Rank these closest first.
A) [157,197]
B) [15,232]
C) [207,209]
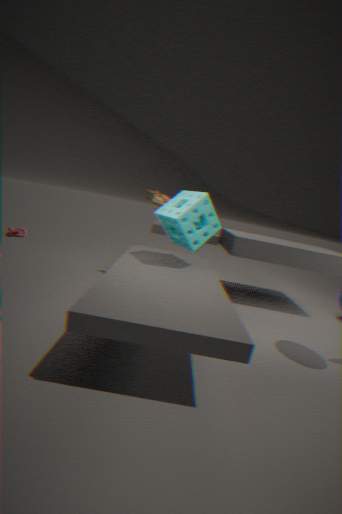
[207,209] < [157,197] < [15,232]
